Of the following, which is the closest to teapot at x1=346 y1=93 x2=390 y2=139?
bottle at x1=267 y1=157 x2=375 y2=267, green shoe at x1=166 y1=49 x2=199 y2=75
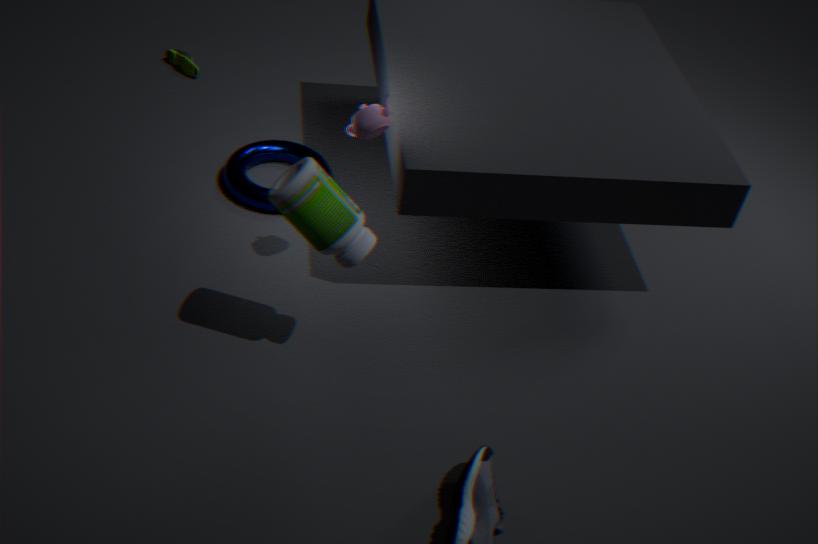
bottle at x1=267 y1=157 x2=375 y2=267
